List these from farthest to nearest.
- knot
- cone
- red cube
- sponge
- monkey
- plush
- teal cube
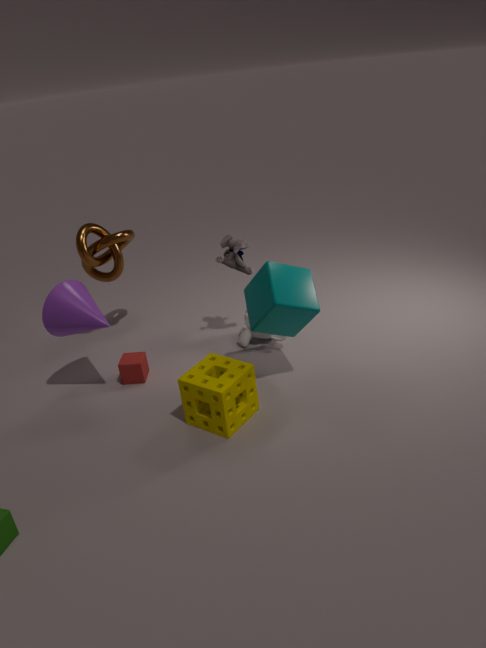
monkey < knot < plush < red cube < cone < teal cube < sponge
